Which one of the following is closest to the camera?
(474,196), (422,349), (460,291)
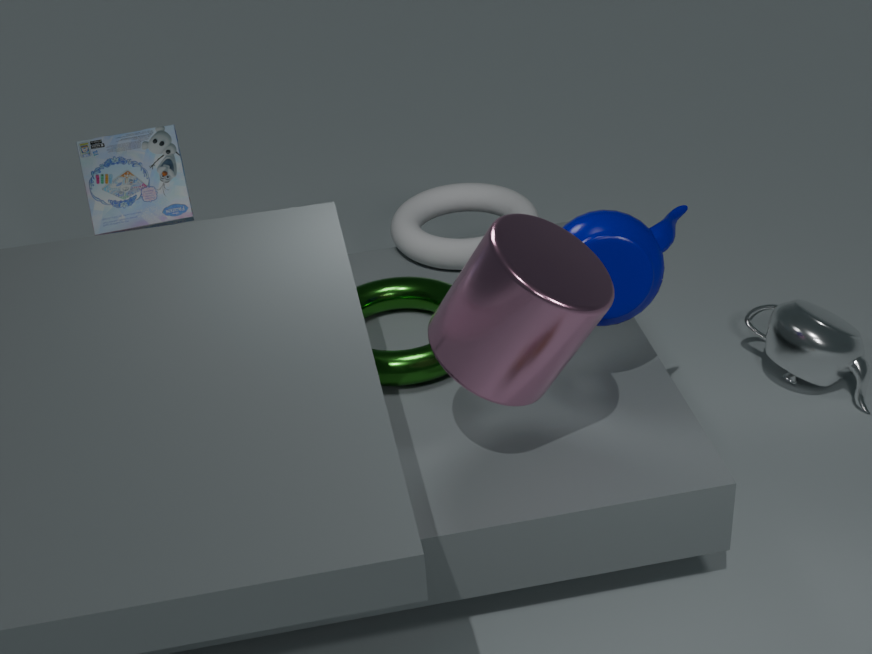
(460,291)
